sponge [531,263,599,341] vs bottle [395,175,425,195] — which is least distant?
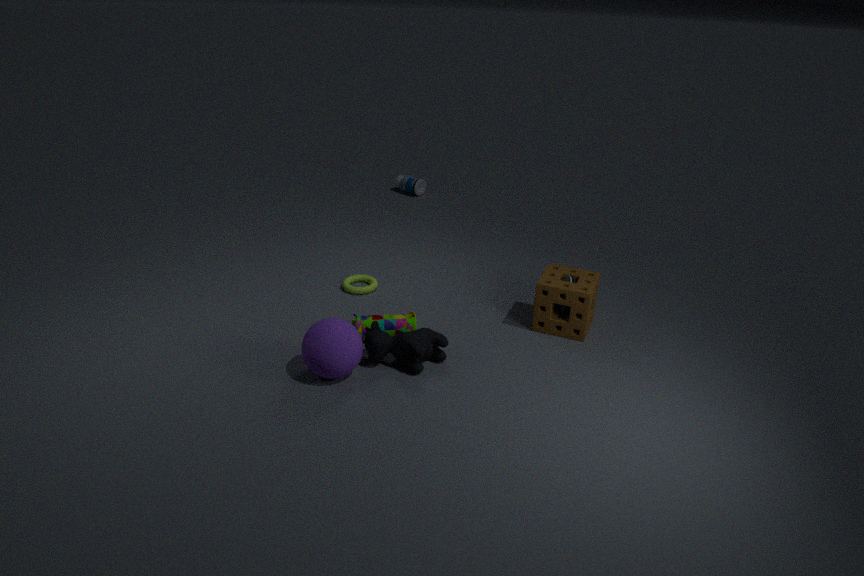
sponge [531,263,599,341]
